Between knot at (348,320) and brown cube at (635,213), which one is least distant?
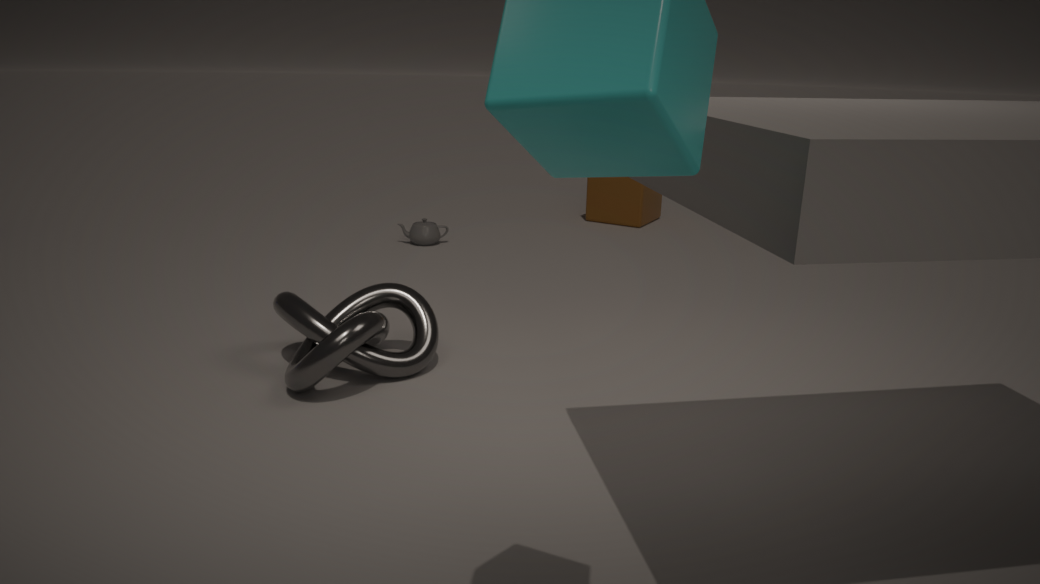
knot at (348,320)
